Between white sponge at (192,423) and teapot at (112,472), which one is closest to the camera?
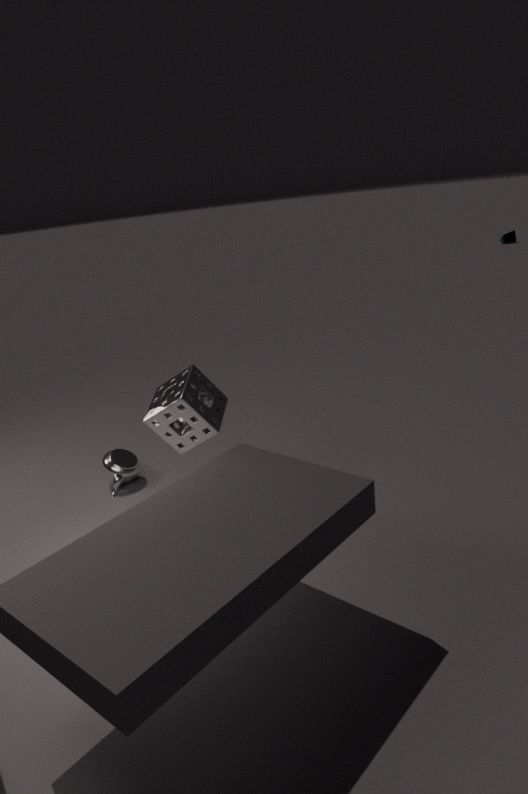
white sponge at (192,423)
